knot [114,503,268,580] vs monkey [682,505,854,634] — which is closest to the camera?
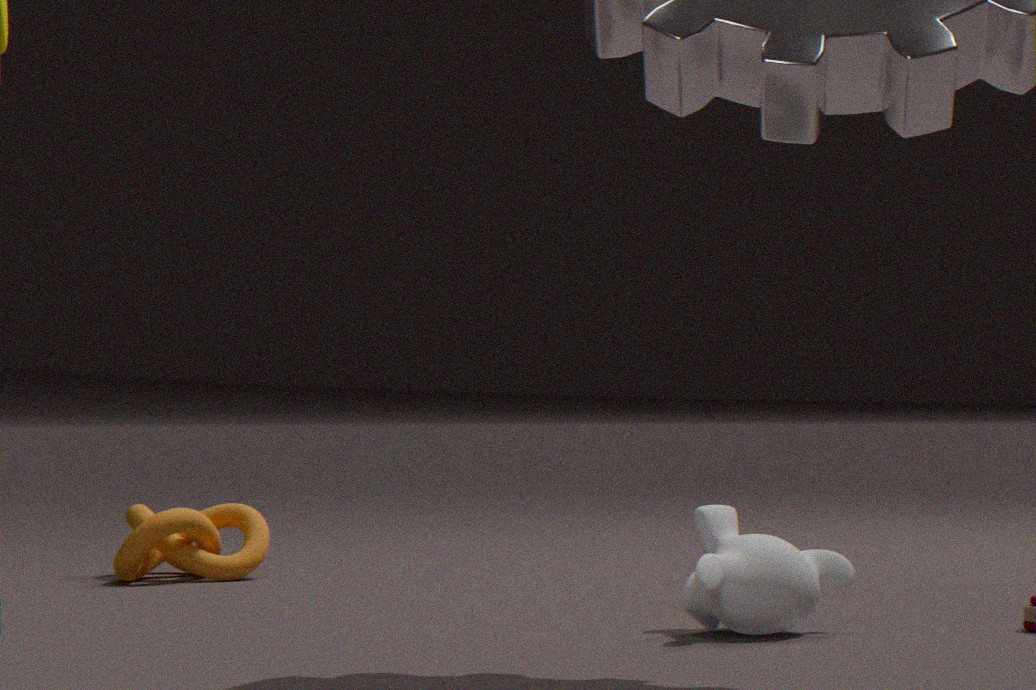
monkey [682,505,854,634]
